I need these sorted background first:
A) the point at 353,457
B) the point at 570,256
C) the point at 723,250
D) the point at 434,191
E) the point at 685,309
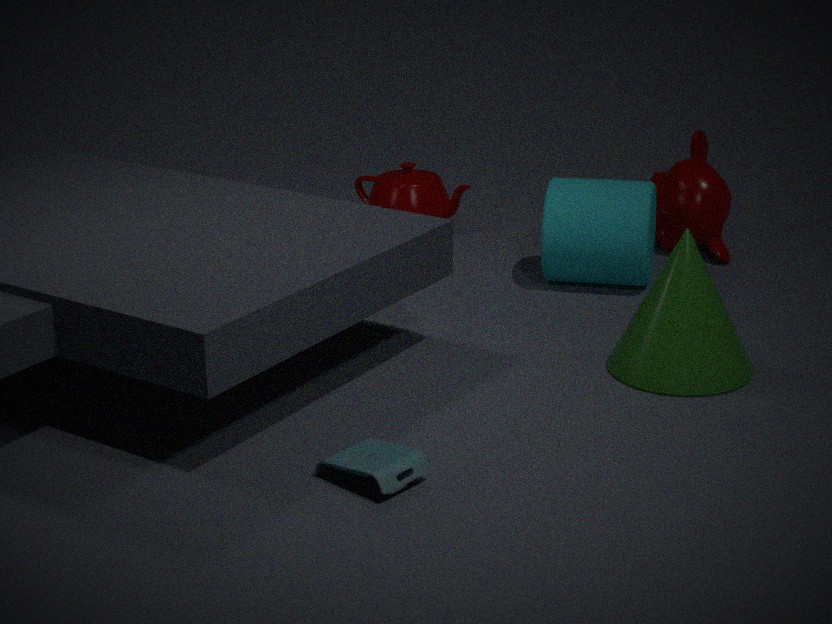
the point at 434,191 < the point at 723,250 < the point at 570,256 < the point at 685,309 < the point at 353,457
